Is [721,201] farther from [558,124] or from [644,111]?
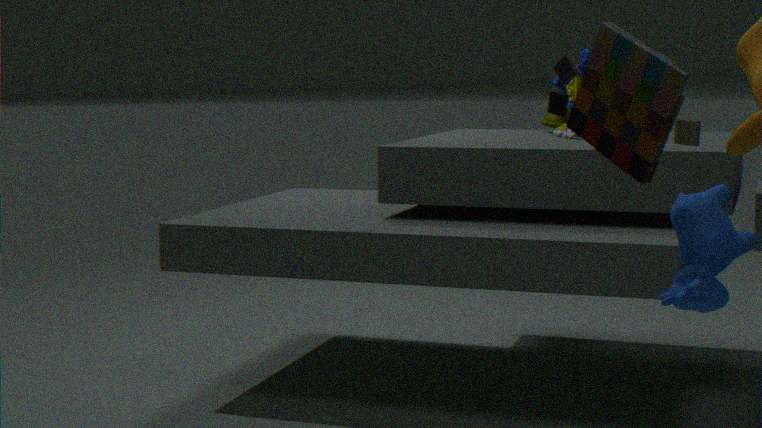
[558,124]
